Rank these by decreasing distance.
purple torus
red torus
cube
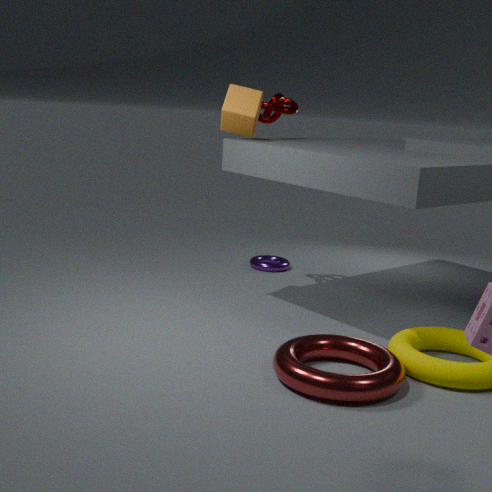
purple torus < cube < red torus
